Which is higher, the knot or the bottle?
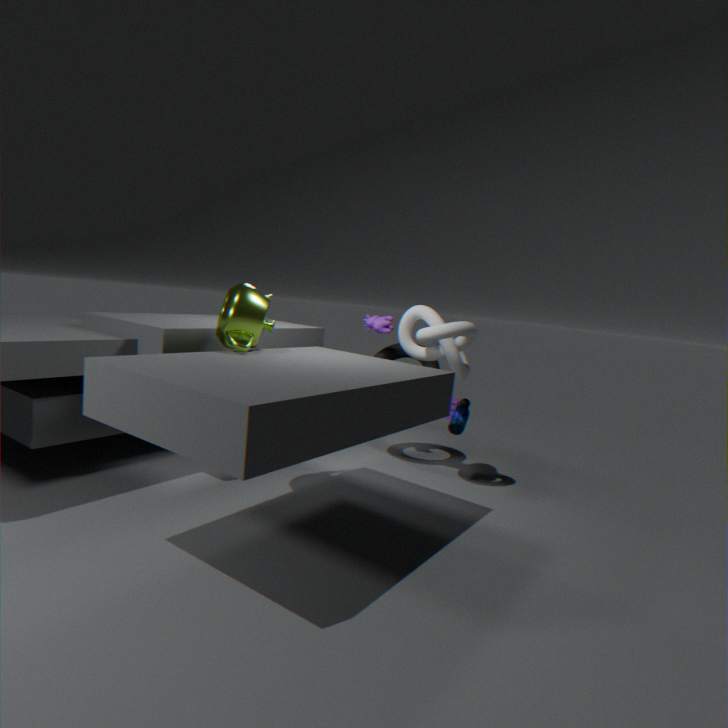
the knot
